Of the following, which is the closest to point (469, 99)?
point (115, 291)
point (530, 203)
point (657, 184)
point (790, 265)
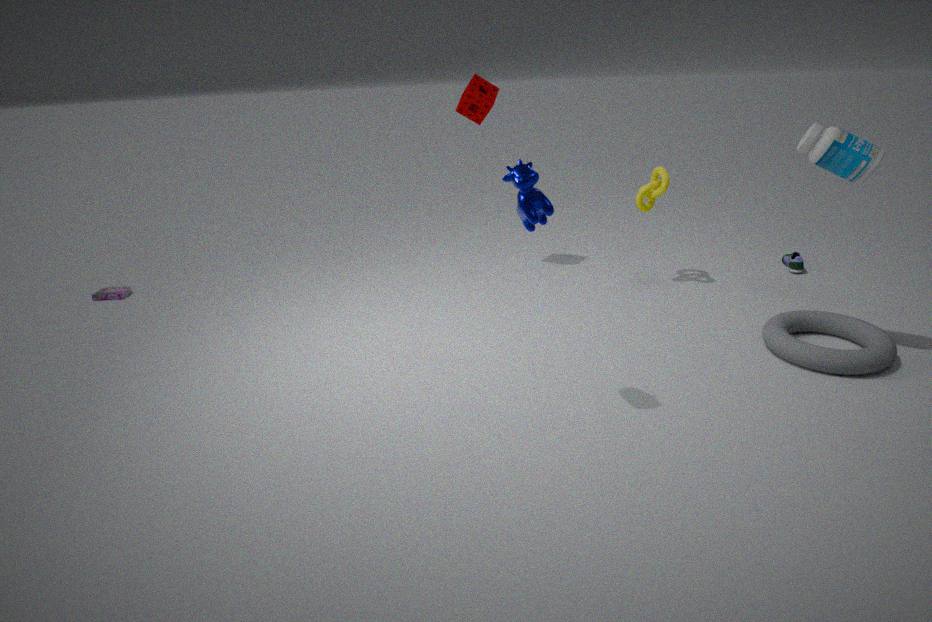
point (657, 184)
